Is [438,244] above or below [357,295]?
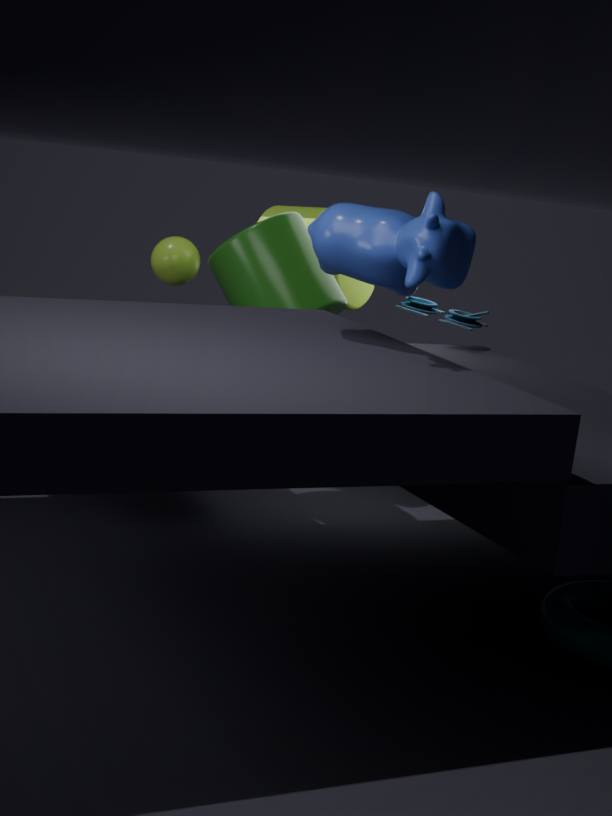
above
